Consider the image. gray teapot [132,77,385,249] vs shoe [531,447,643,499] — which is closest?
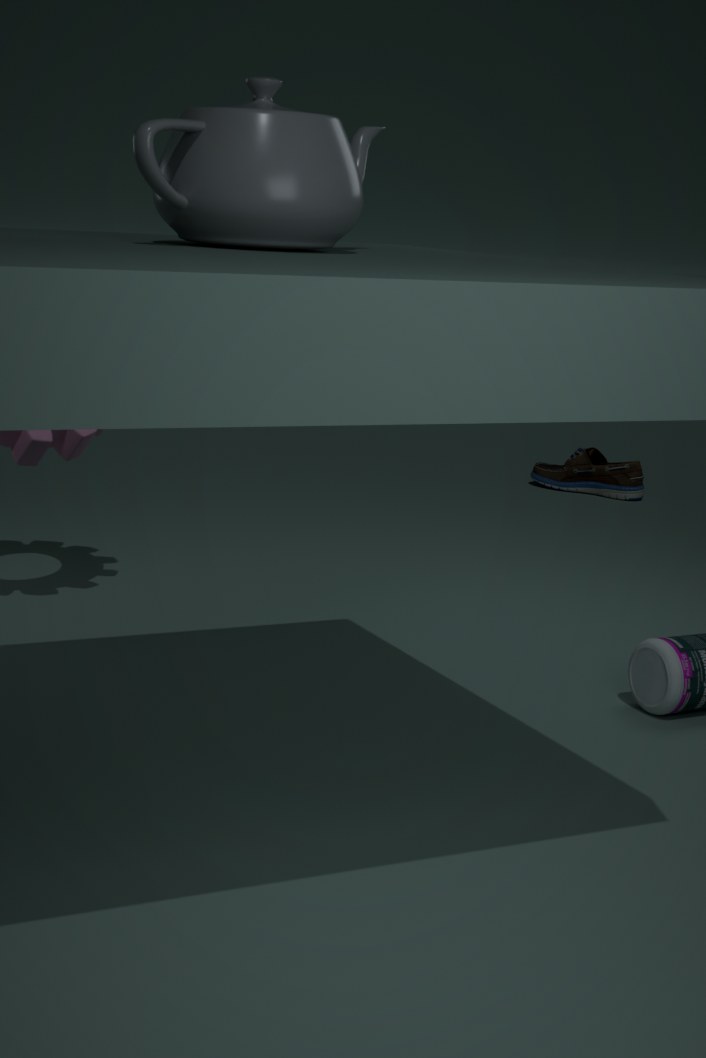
gray teapot [132,77,385,249]
